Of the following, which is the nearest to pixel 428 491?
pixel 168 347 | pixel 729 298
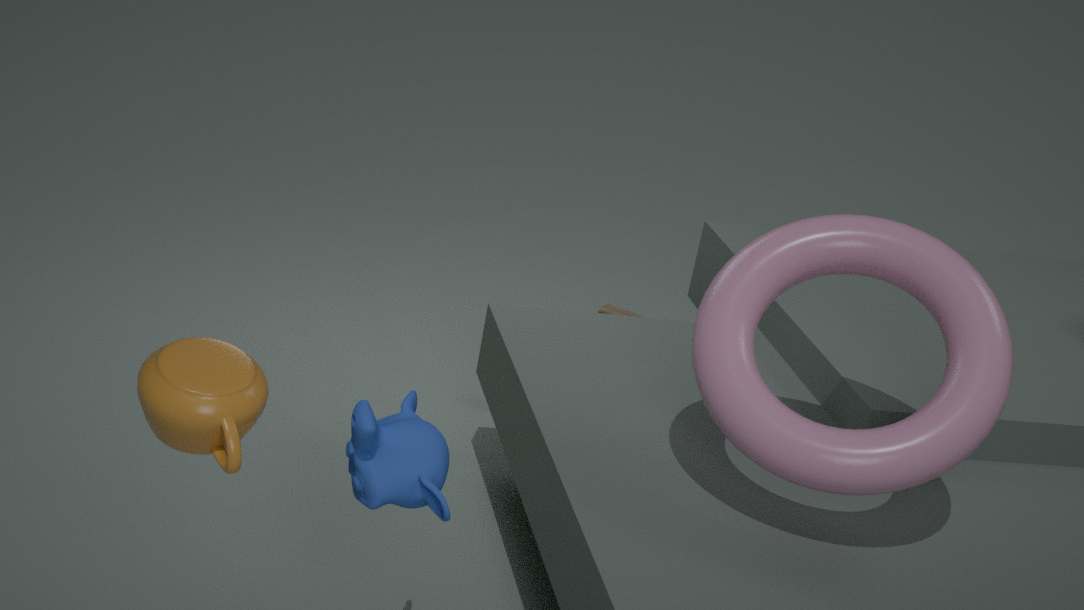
pixel 168 347
